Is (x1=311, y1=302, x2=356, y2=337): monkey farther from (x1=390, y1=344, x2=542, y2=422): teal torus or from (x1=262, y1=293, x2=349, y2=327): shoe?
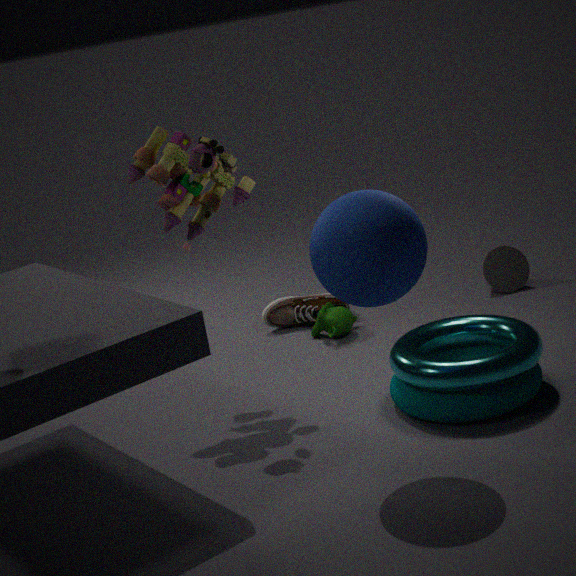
(x1=390, y1=344, x2=542, y2=422): teal torus
